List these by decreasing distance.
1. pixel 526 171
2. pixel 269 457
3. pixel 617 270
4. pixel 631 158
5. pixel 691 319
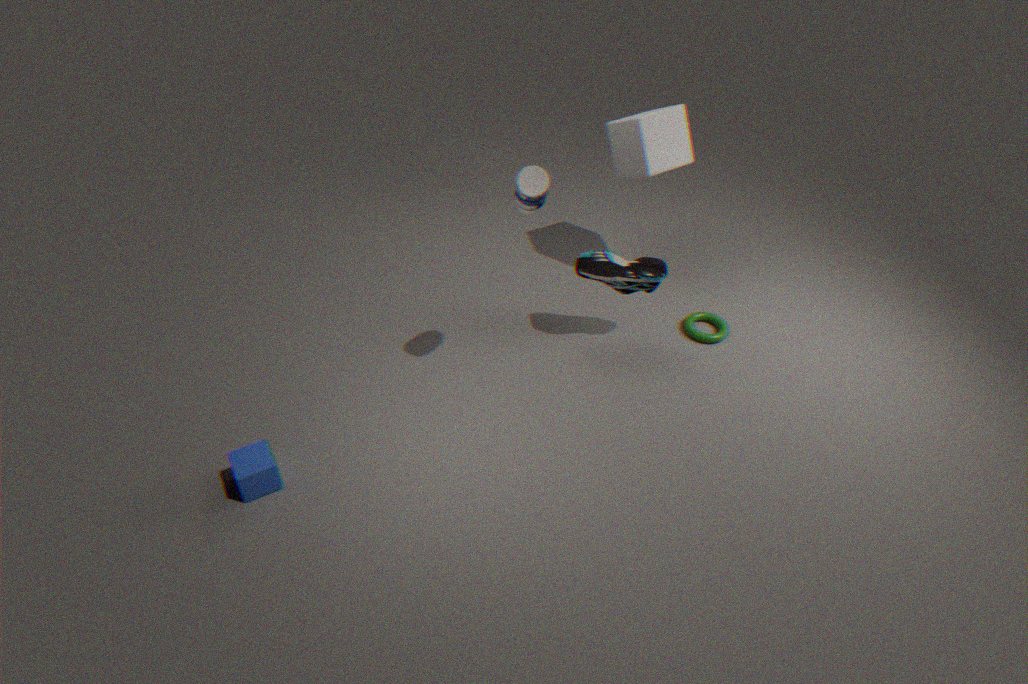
pixel 691 319
pixel 631 158
pixel 617 270
pixel 269 457
pixel 526 171
